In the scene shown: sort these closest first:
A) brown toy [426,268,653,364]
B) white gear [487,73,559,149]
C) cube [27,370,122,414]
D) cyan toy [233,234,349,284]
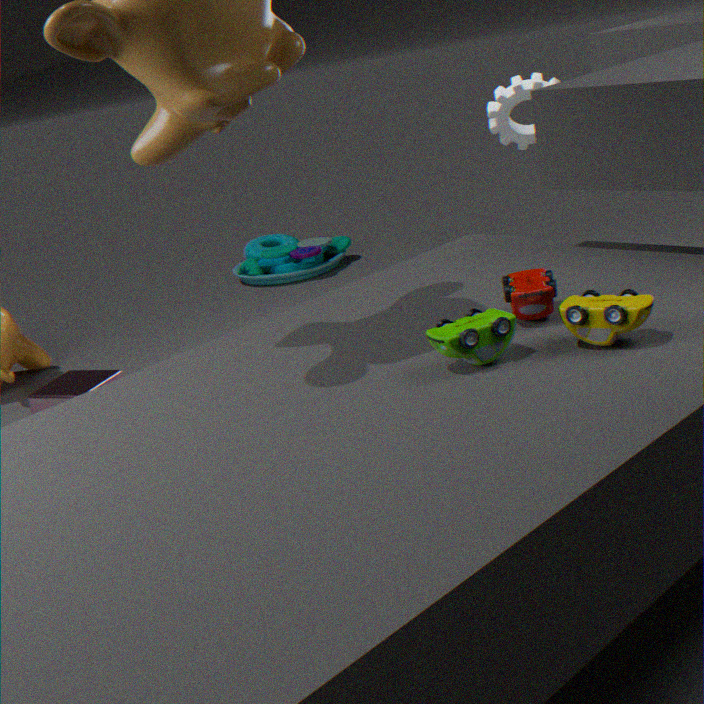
brown toy [426,268,653,364] < cube [27,370,122,414] < white gear [487,73,559,149] < cyan toy [233,234,349,284]
